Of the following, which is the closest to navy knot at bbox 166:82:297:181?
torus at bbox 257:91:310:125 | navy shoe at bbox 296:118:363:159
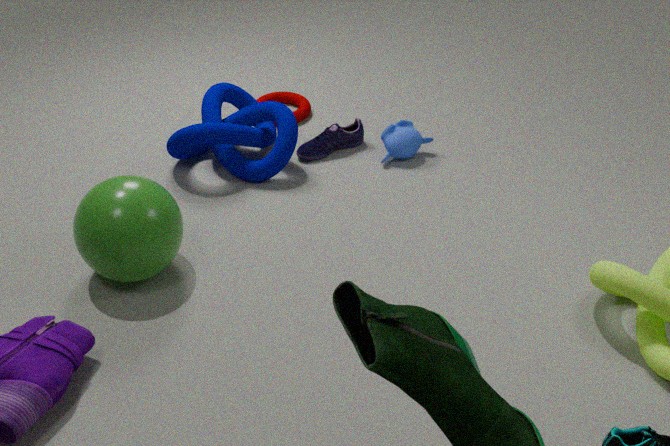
torus at bbox 257:91:310:125
